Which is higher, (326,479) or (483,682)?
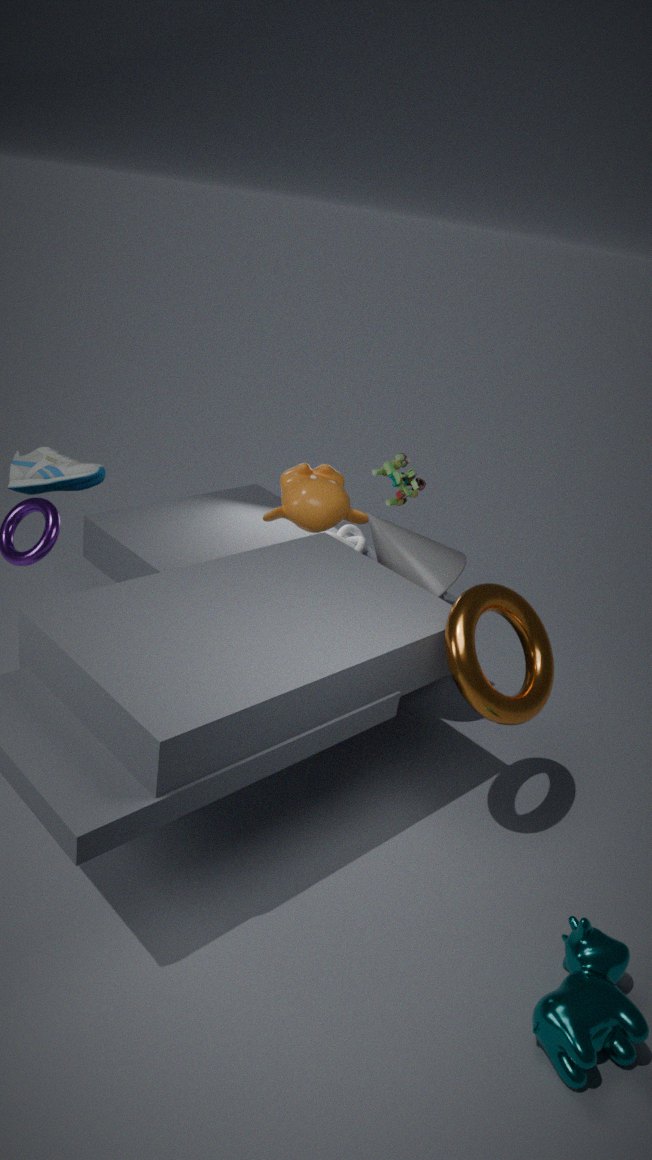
(326,479)
